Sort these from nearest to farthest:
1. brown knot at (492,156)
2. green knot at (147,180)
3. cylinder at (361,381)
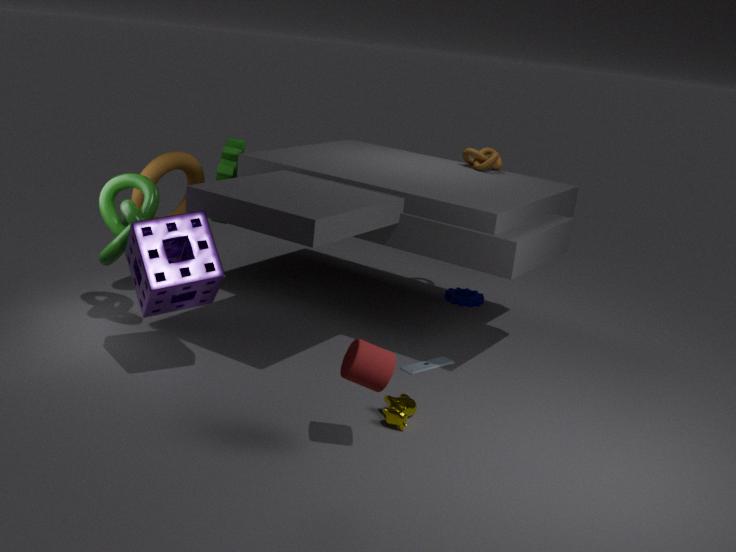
1. cylinder at (361,381)
2. green knot at (147,180)
3. brown knot at (492,156)
